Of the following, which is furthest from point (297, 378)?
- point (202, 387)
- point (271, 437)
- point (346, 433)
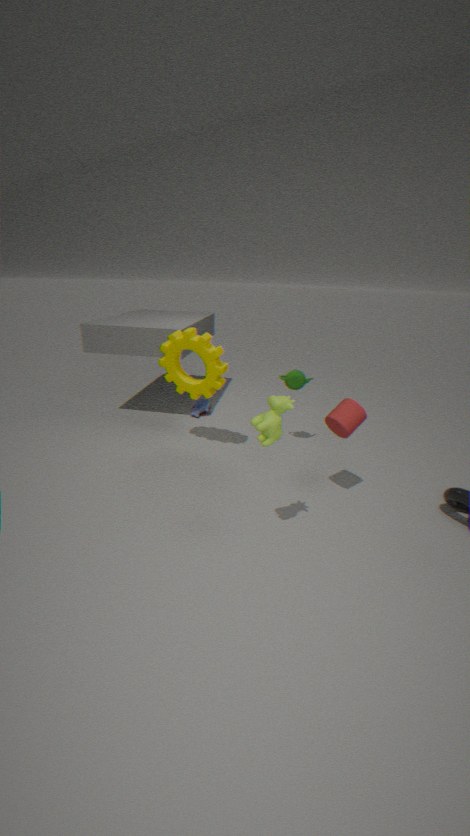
point (271, 437)
